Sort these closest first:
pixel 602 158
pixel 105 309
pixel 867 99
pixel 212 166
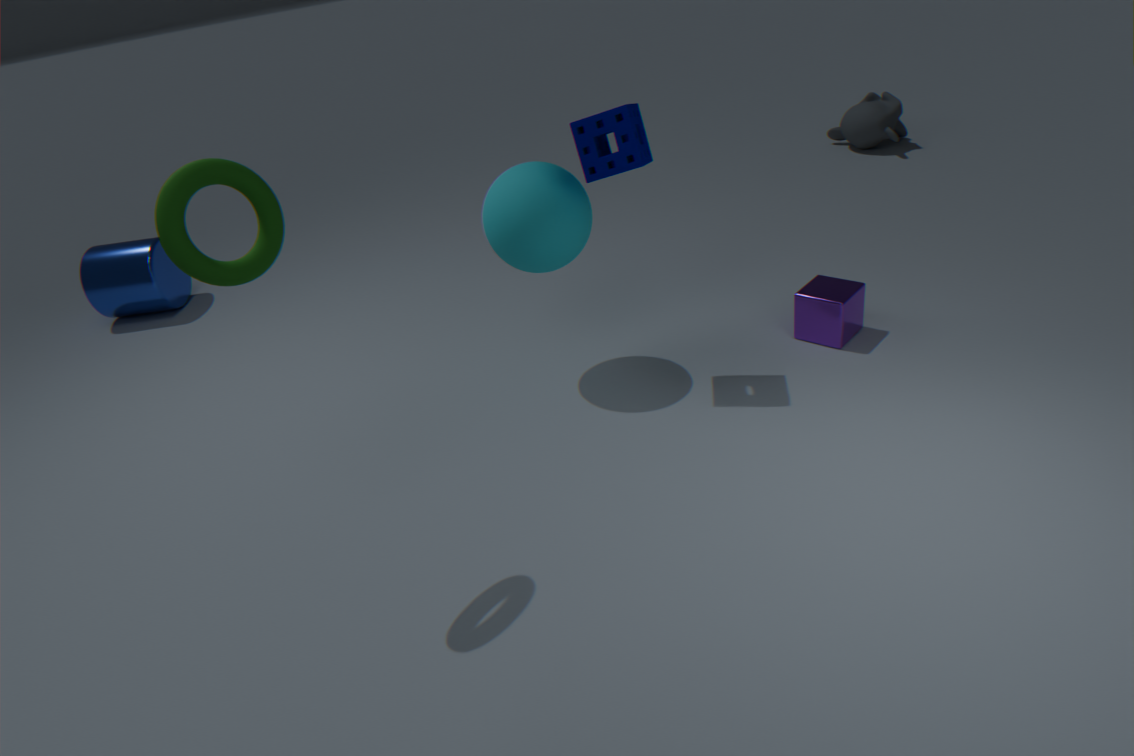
pixel 212 166 < pixel 602 158 < pixel 105 309 < pixel 867 99
